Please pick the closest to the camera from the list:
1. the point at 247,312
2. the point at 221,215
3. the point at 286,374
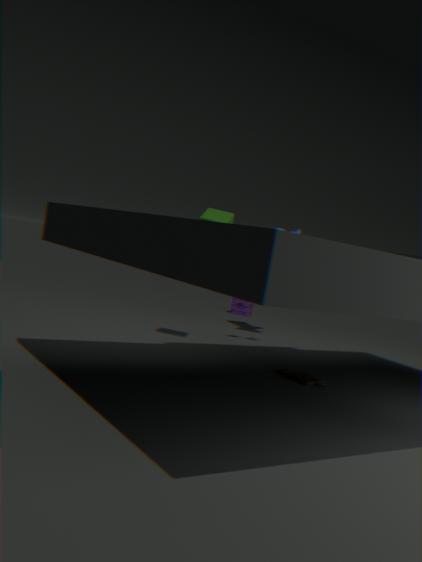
the point at 286,374
